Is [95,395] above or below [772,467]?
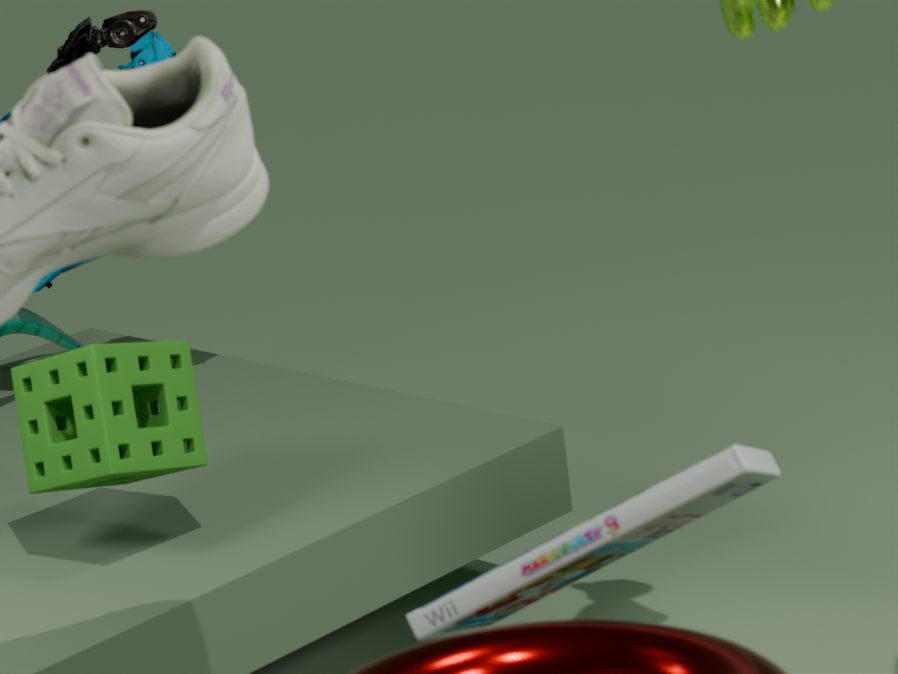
above
